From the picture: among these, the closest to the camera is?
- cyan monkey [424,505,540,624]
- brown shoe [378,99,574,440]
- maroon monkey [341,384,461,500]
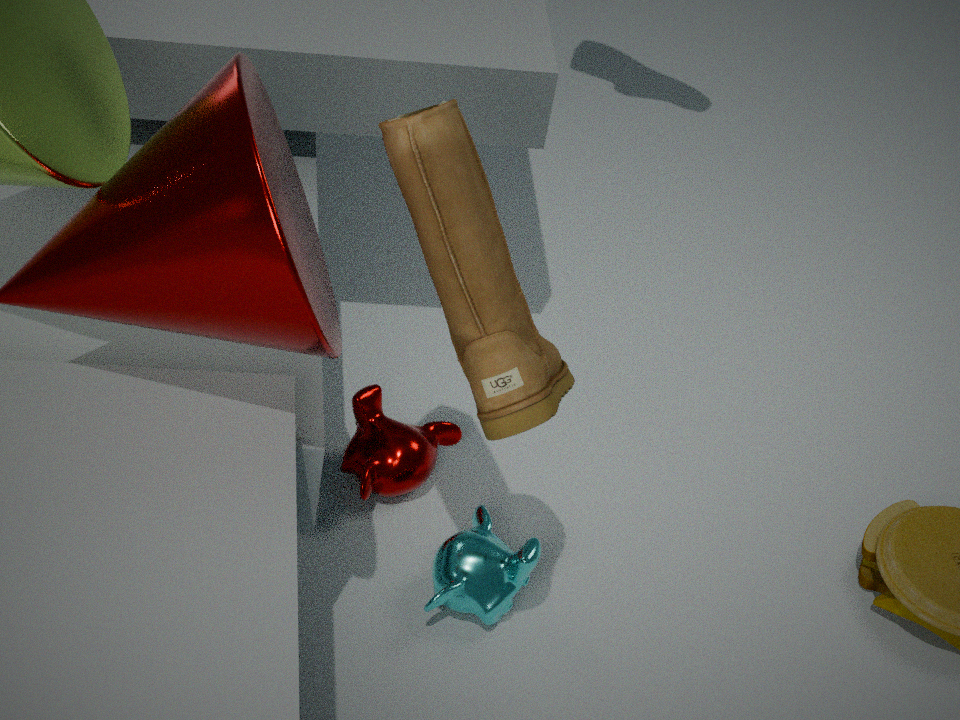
brown shoe [378,99,574,440]
